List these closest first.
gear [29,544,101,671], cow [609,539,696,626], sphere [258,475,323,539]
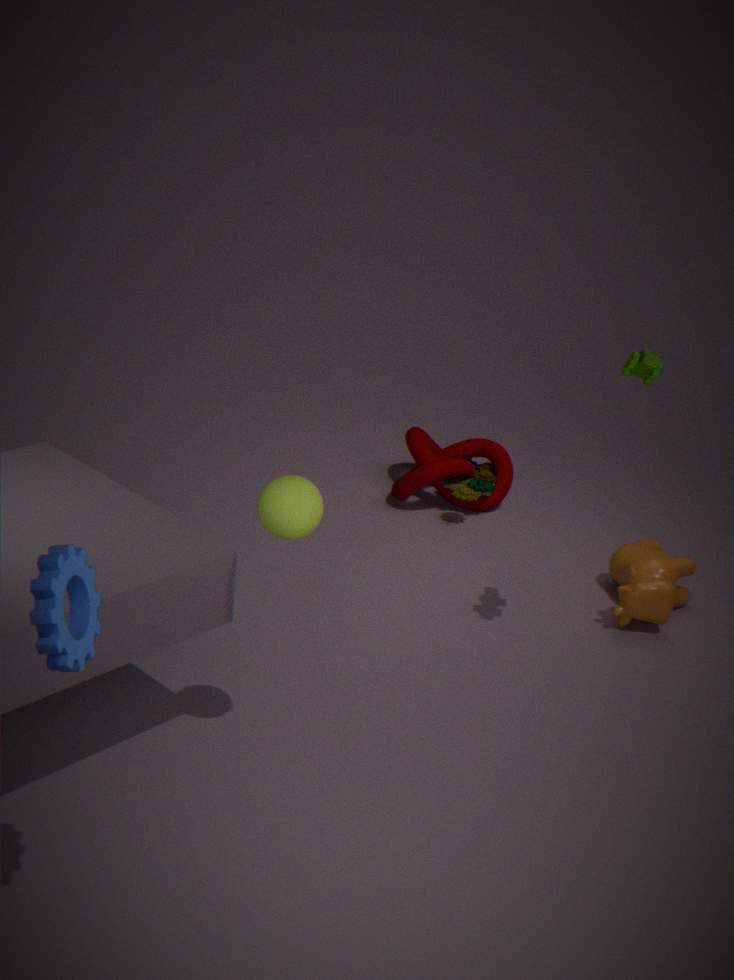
gear [29,544,101,671] < sphere [258,475,323,539] < cow [609,539,696,626]
